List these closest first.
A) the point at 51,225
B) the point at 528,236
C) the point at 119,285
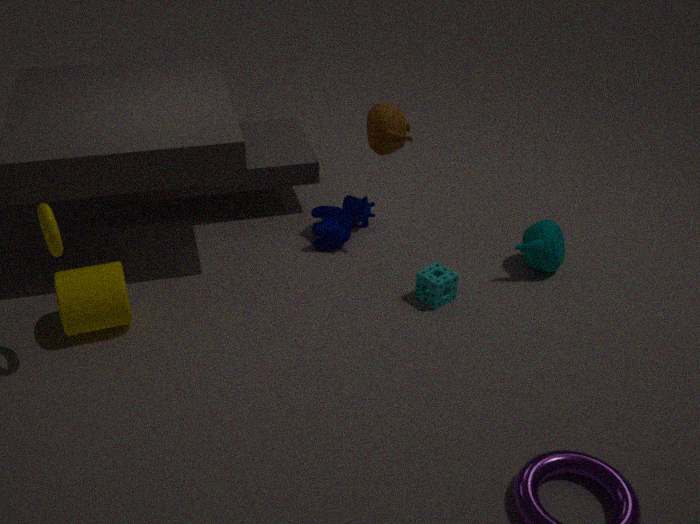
the point at 51,225 → the point at 119,285 → the point at 528,236
